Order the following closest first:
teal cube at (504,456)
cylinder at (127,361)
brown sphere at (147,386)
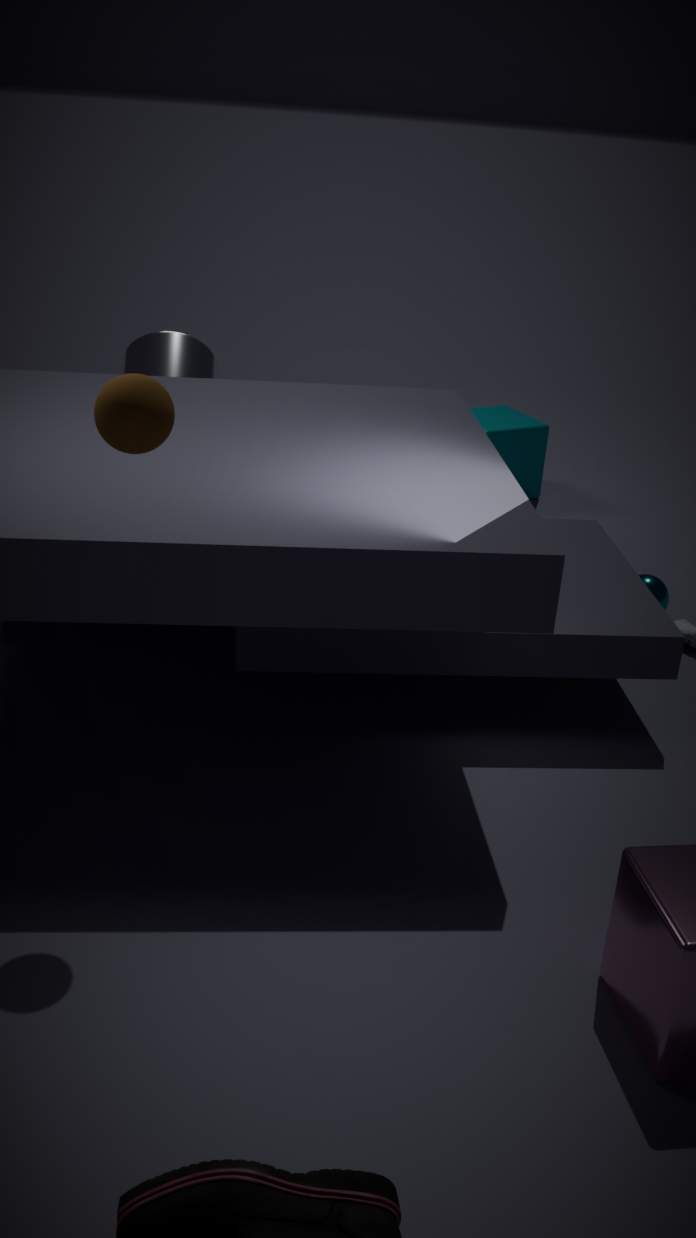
brown sphere at (147,386) < cylinder at (127,361) < teal cube at (504,456)
